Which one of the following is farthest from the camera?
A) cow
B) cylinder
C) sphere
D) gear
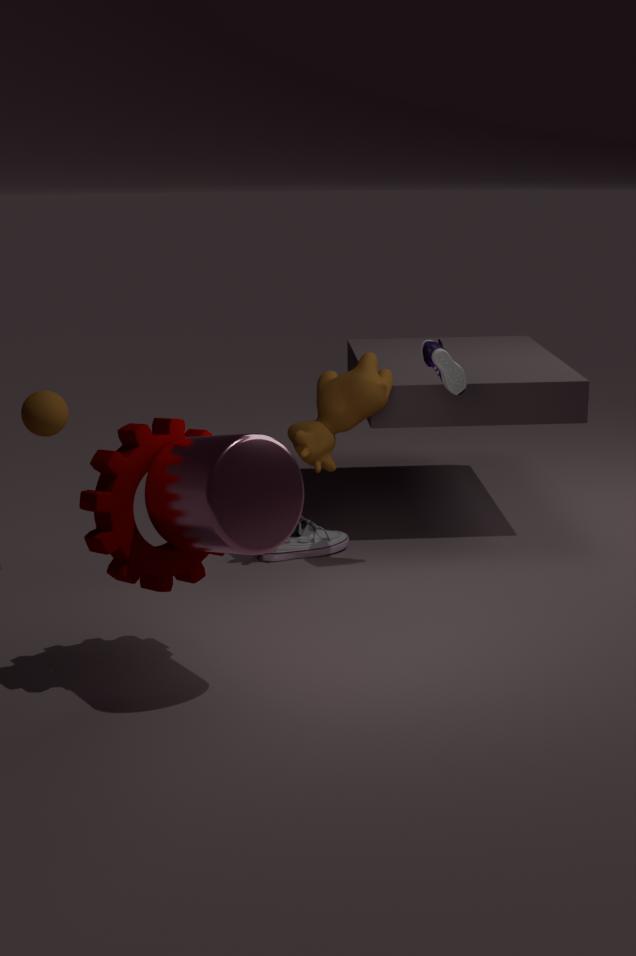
cow
